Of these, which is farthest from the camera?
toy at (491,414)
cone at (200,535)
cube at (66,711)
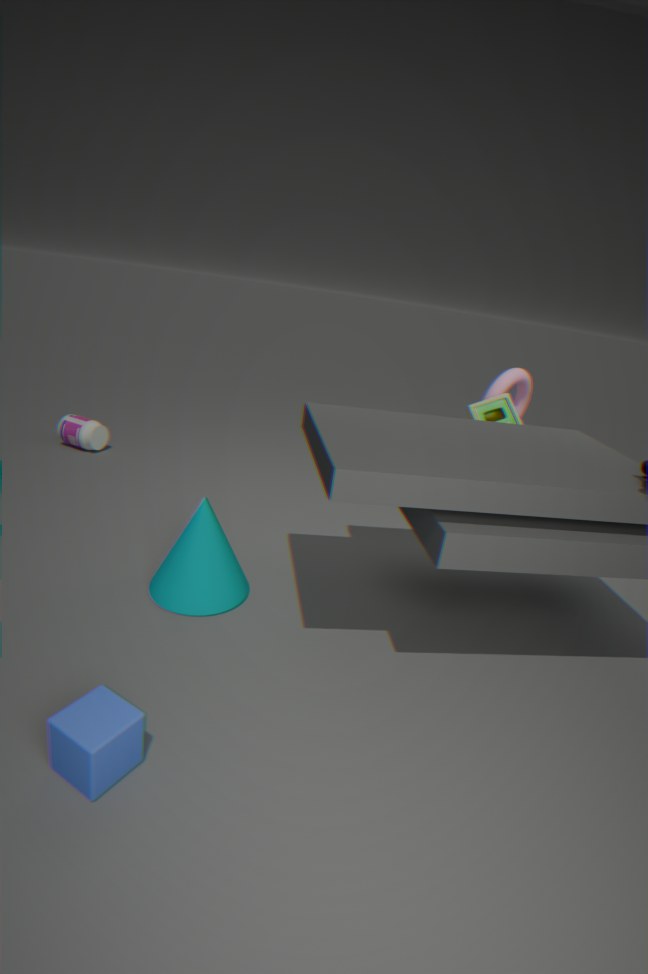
toy at (491,414)
